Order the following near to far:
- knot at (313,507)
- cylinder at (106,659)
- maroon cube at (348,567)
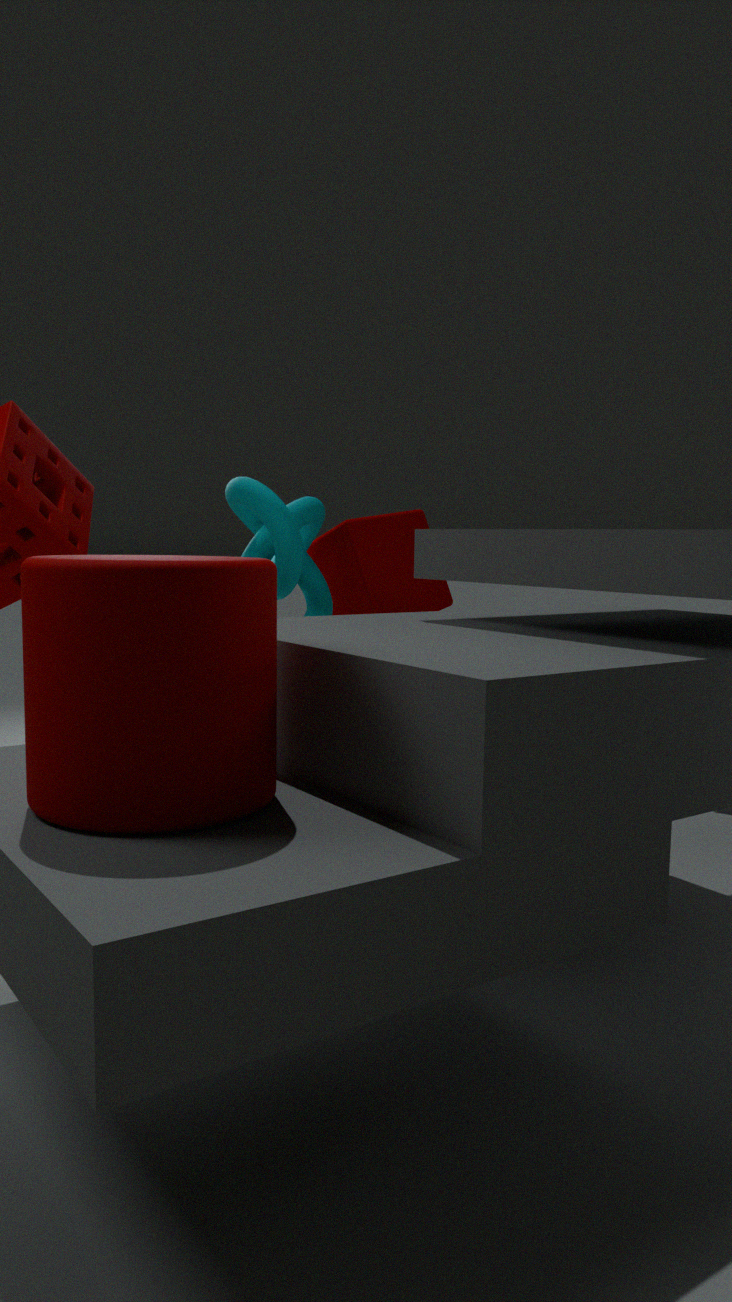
1. cylinder at (106,659)
2. knot at (313,507)
3. maroon cube at (348,567)
